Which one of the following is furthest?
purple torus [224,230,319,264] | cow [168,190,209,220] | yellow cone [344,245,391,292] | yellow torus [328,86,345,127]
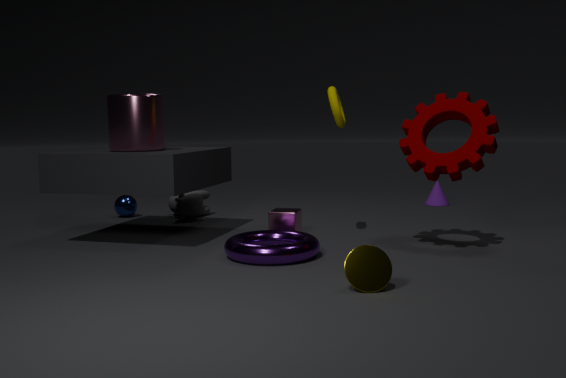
cow [168,190,209,220]
